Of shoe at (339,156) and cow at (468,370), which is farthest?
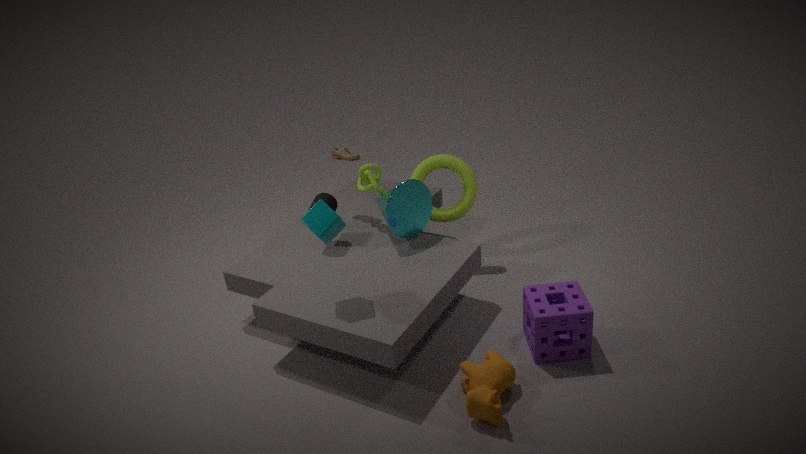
shoe at (339,156)
